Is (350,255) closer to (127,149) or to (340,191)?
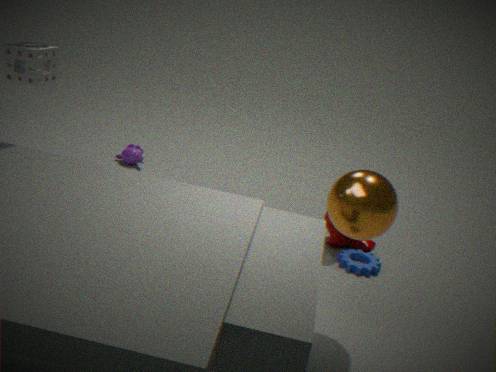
(340,191)
